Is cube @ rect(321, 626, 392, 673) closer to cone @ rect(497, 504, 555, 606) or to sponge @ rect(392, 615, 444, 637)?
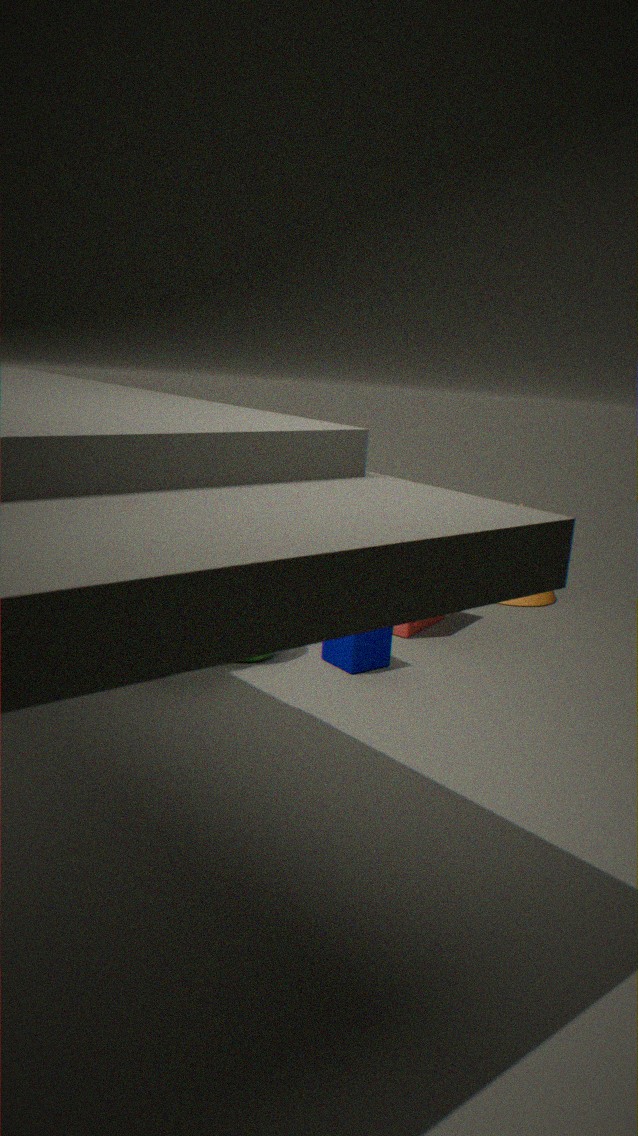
sponge @ rect(392, 615, 444, 637)
